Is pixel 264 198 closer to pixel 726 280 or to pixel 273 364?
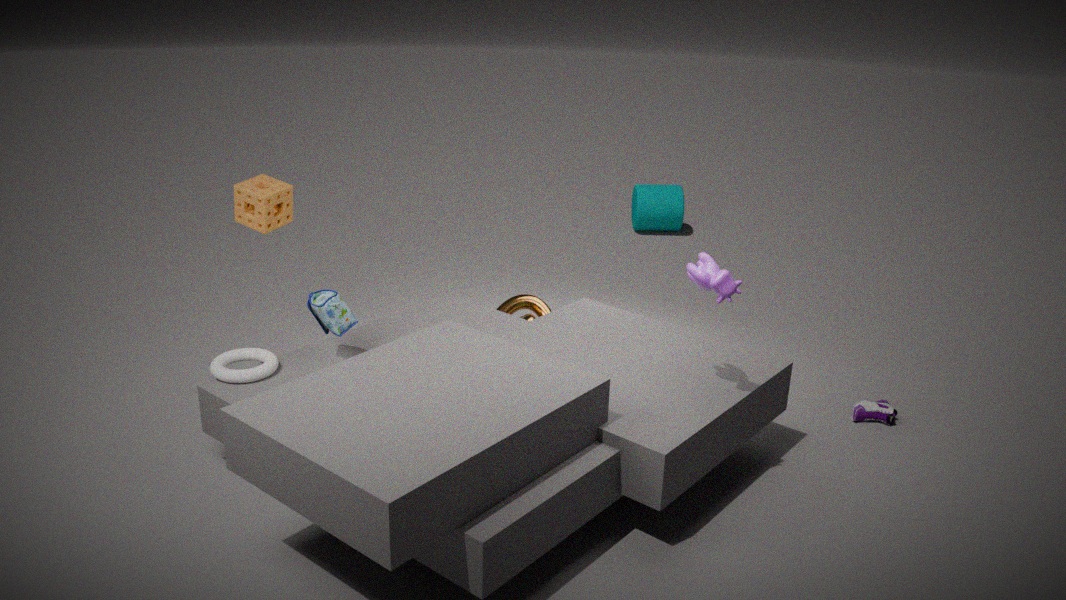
pixel 273 364
